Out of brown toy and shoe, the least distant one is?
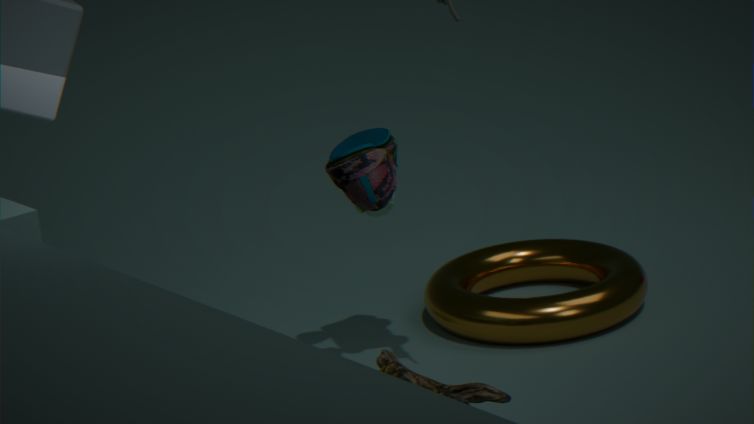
shoe
